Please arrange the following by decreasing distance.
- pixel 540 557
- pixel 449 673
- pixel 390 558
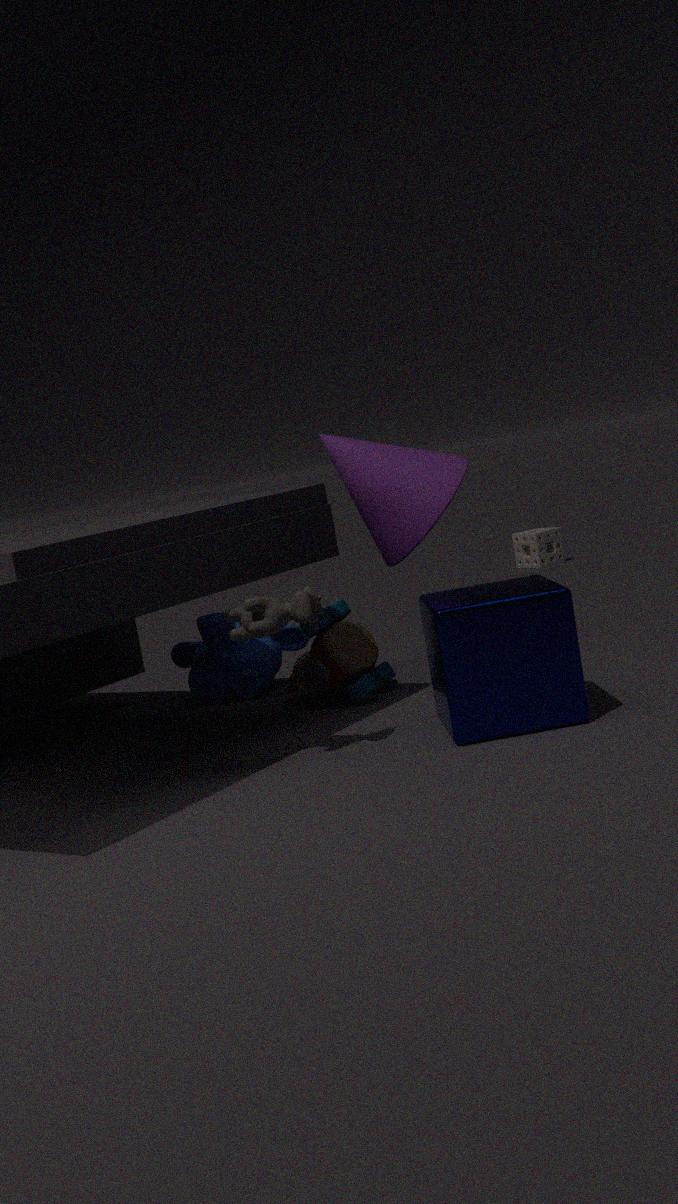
pixel 540 557 → pixel 390 558 → pixel 449 673
